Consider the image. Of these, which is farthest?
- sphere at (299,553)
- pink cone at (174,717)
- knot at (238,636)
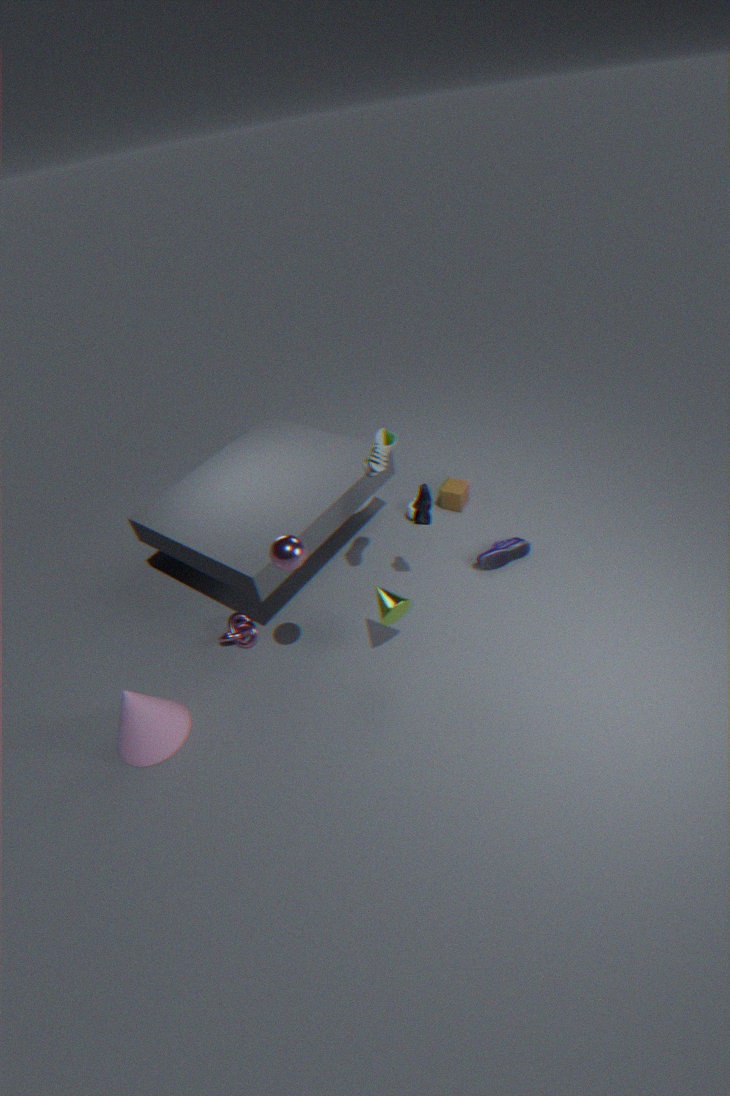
knot at (238,636)
